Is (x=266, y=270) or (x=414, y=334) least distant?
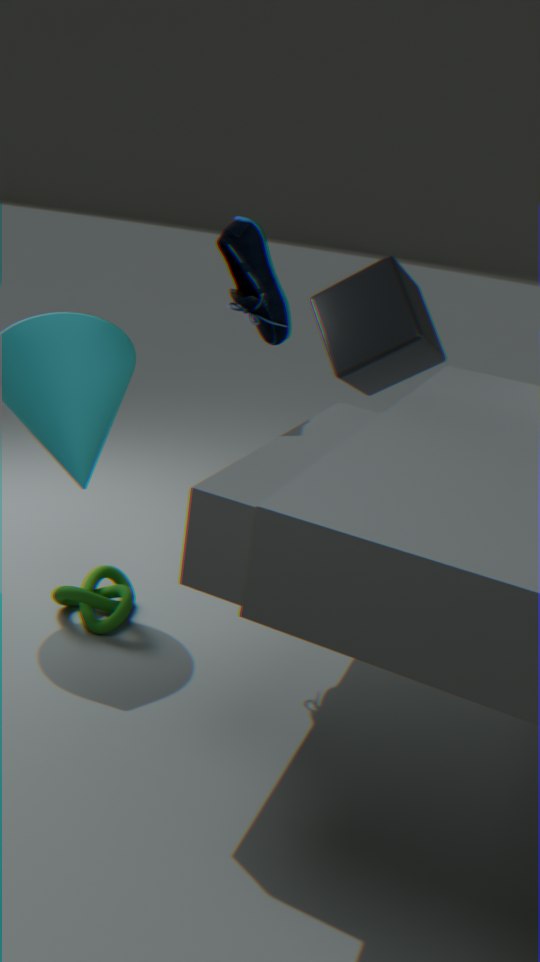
(x=266, y=270)
